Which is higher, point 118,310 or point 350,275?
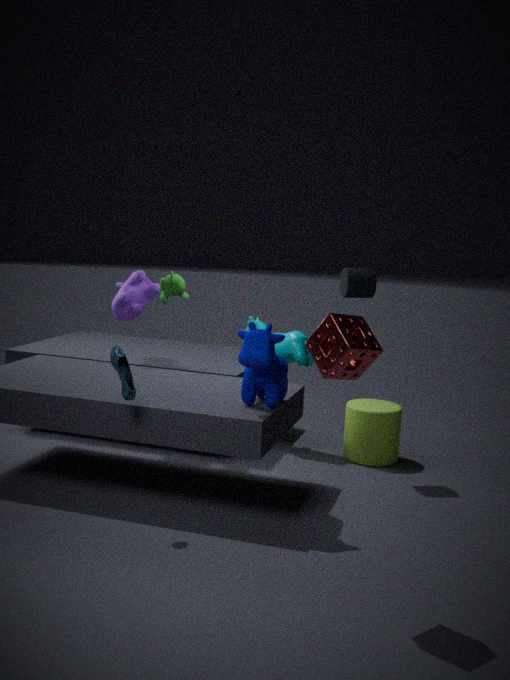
point 350,275
